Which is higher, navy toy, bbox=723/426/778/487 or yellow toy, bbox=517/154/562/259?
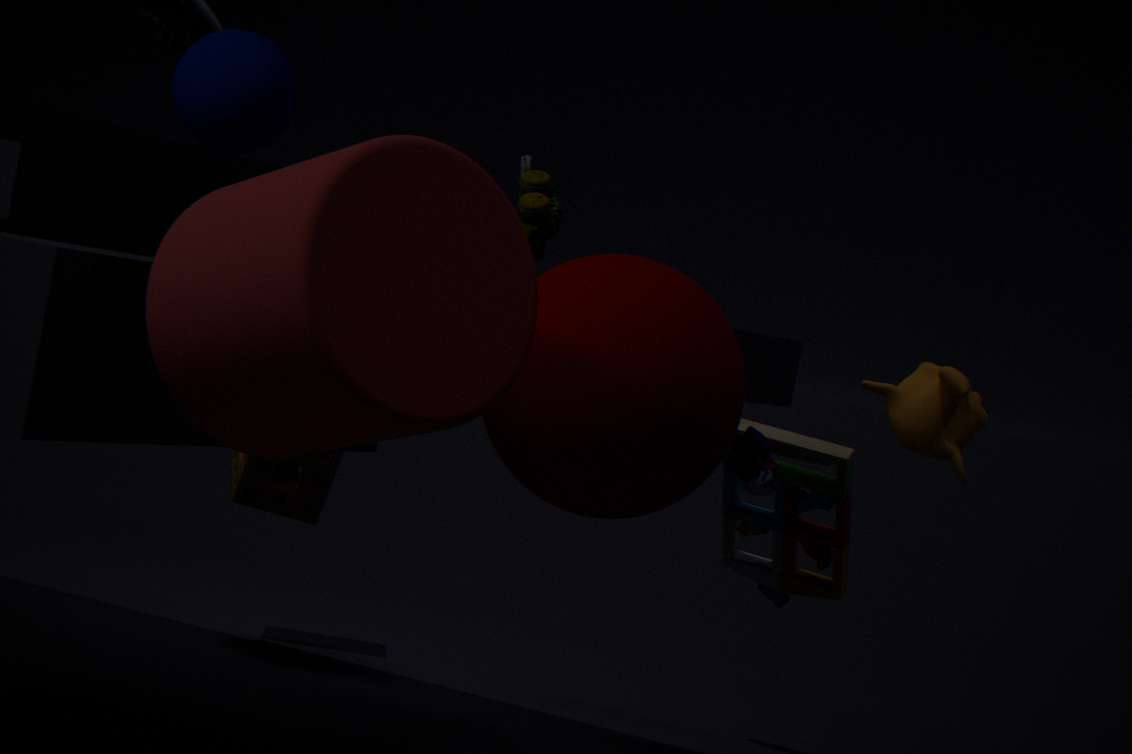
yellow toy, bbox=517/154/562/259
